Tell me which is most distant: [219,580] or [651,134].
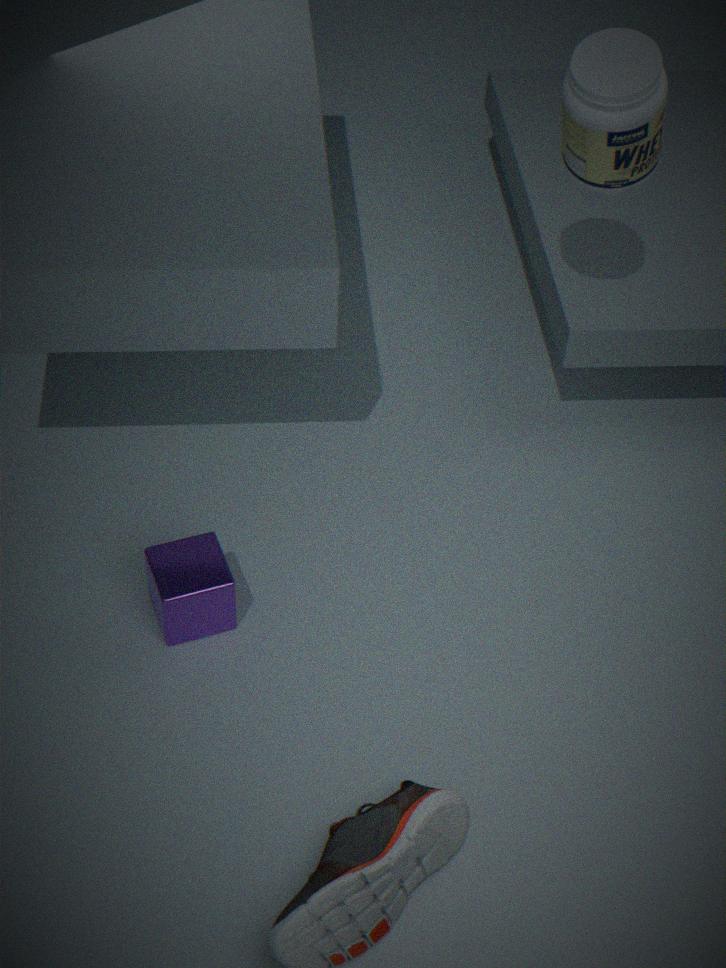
[651,134]
